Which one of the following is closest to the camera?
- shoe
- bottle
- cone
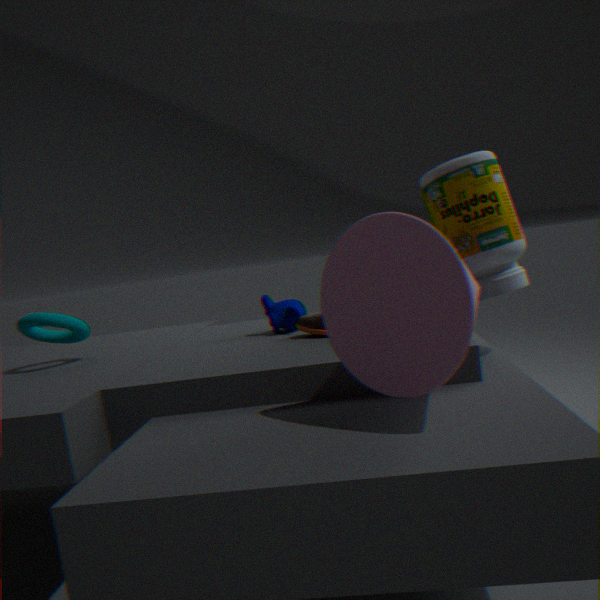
cone
